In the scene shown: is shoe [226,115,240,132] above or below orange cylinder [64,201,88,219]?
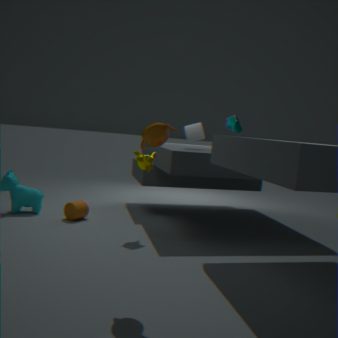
above
